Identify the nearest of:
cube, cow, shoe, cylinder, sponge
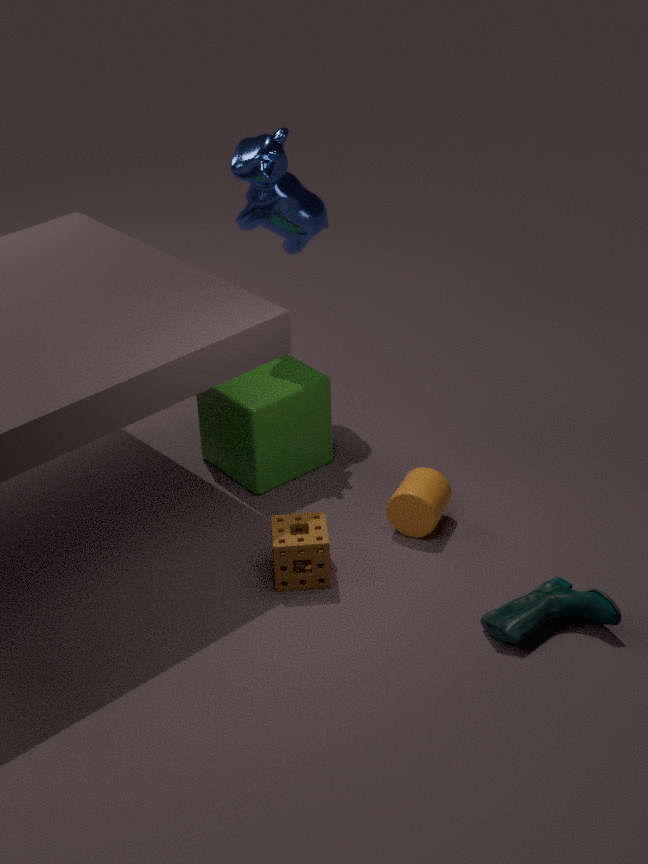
shoe
